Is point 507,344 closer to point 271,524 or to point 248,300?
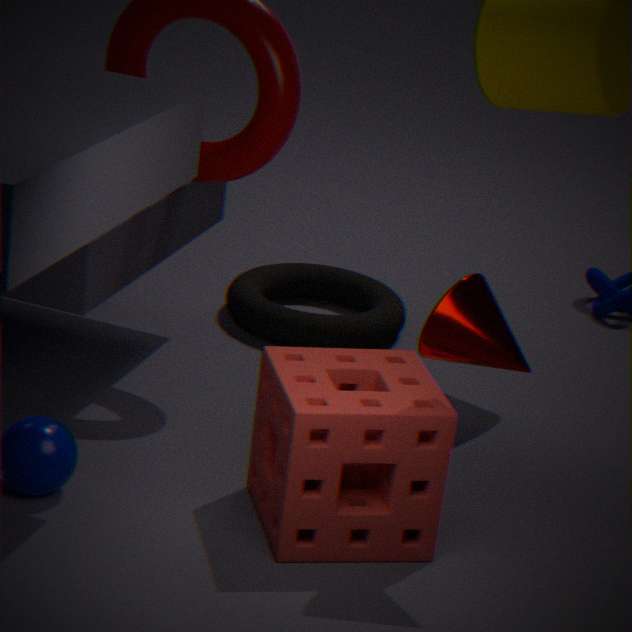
point 271,524
